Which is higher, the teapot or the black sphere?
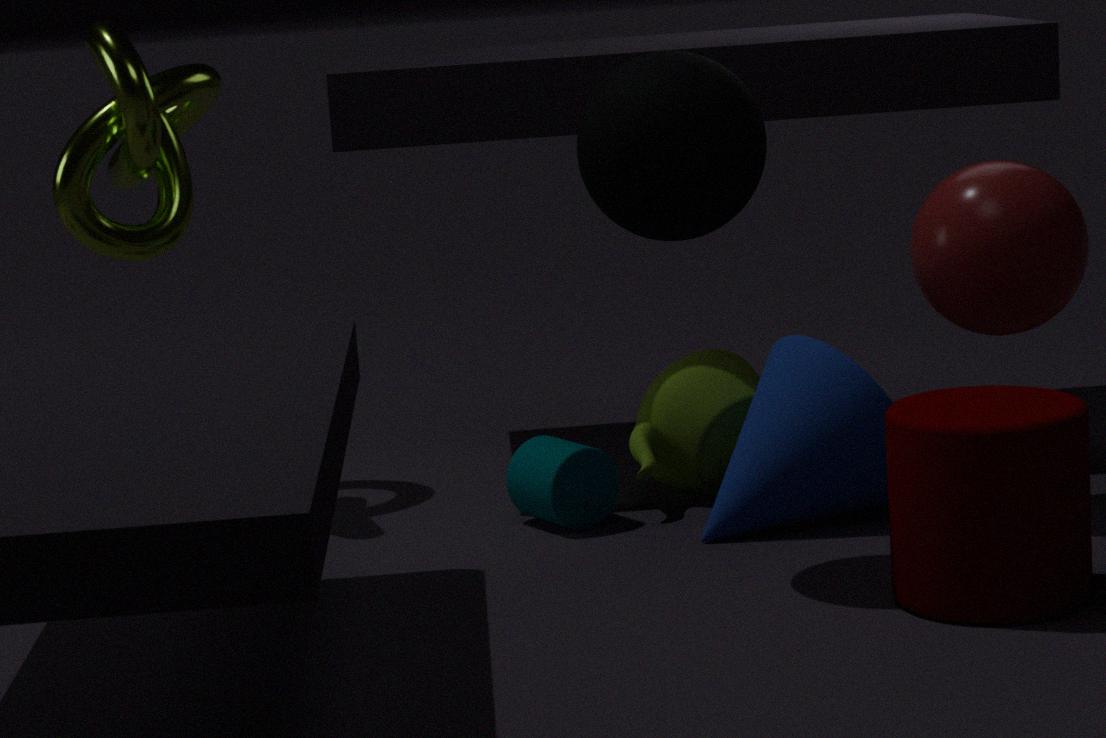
the black sphere
